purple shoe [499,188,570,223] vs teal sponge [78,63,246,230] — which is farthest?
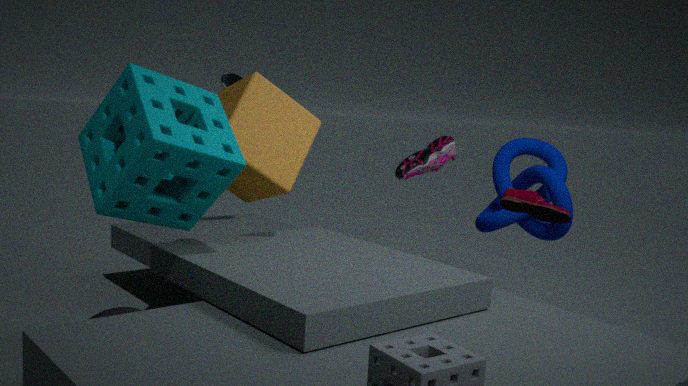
purple shoe [499,188,570,223]
